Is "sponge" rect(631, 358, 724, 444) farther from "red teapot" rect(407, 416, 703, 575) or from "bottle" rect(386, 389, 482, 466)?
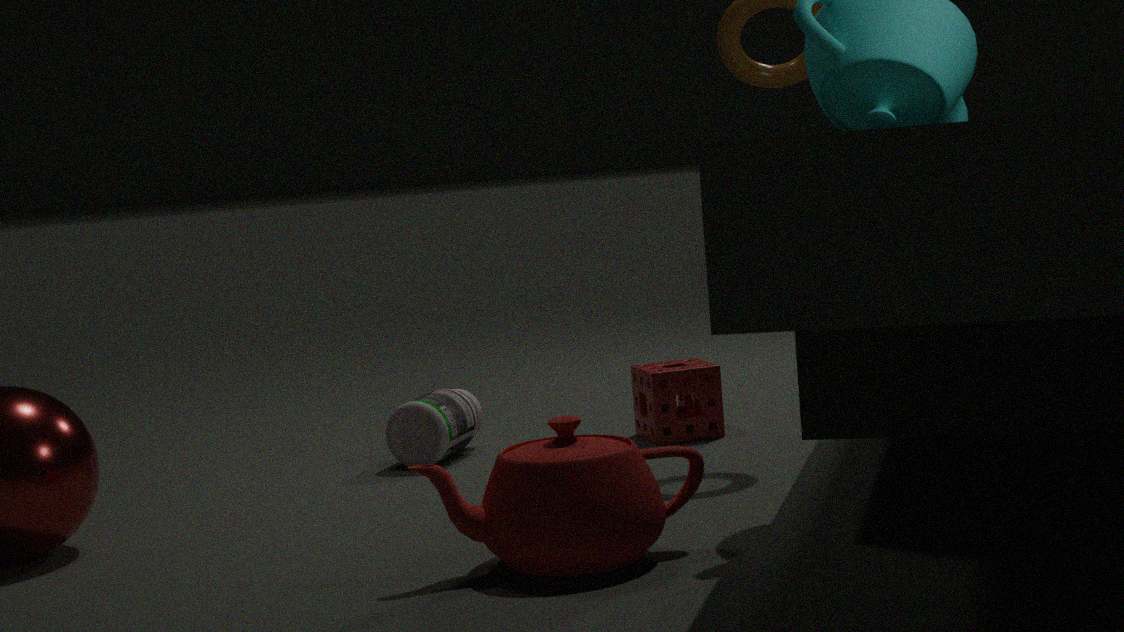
"red teapot" rect(407, 416, 703, 575)
